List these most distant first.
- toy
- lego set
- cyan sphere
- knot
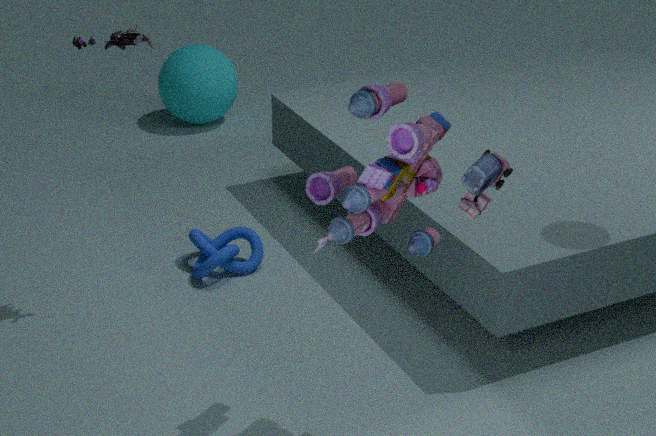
cyan sphere → knot → lego set → toy
